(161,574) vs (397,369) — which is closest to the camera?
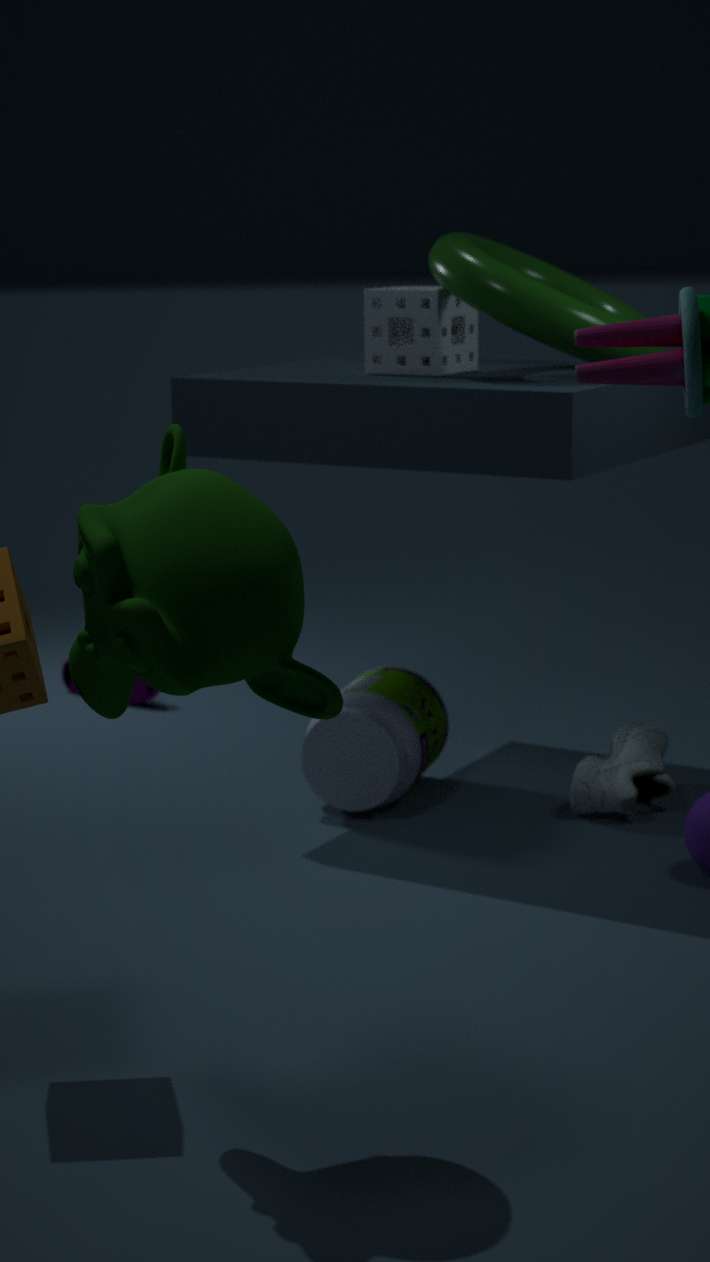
(161,574)
